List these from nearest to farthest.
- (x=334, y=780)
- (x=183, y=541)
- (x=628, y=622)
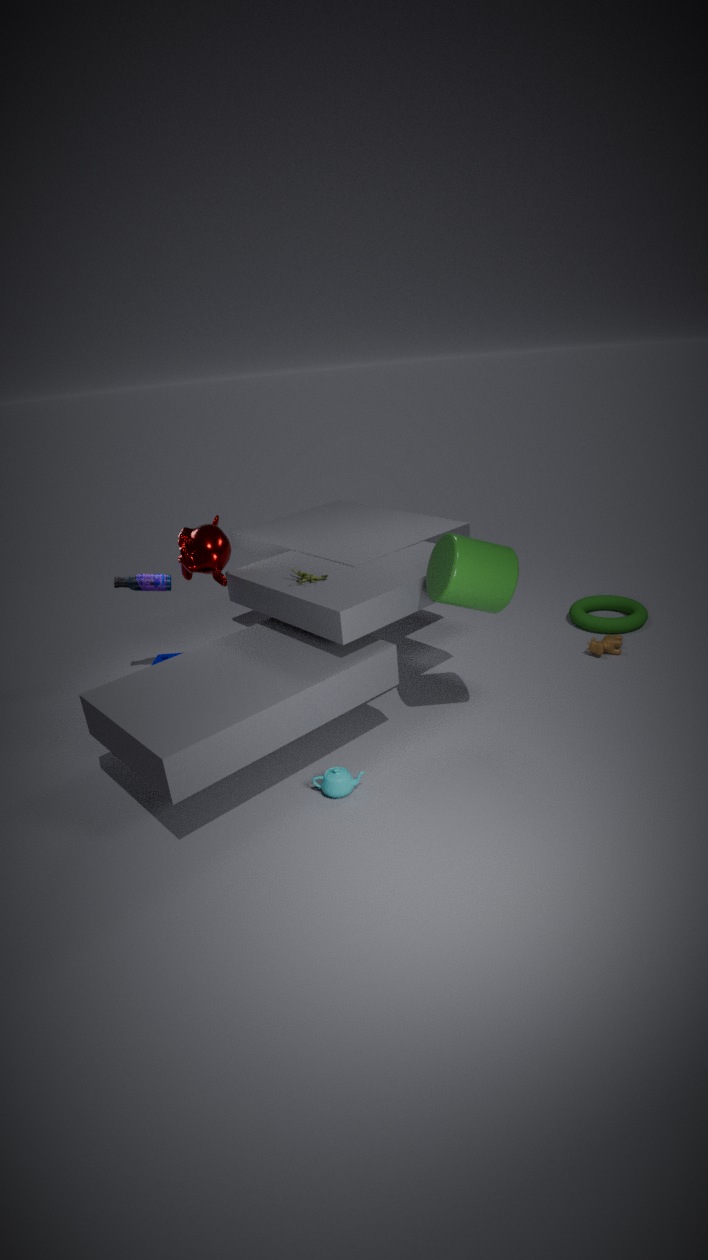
(x=334, y=780)
(x=183, y=541)
(x=628, y=622)
